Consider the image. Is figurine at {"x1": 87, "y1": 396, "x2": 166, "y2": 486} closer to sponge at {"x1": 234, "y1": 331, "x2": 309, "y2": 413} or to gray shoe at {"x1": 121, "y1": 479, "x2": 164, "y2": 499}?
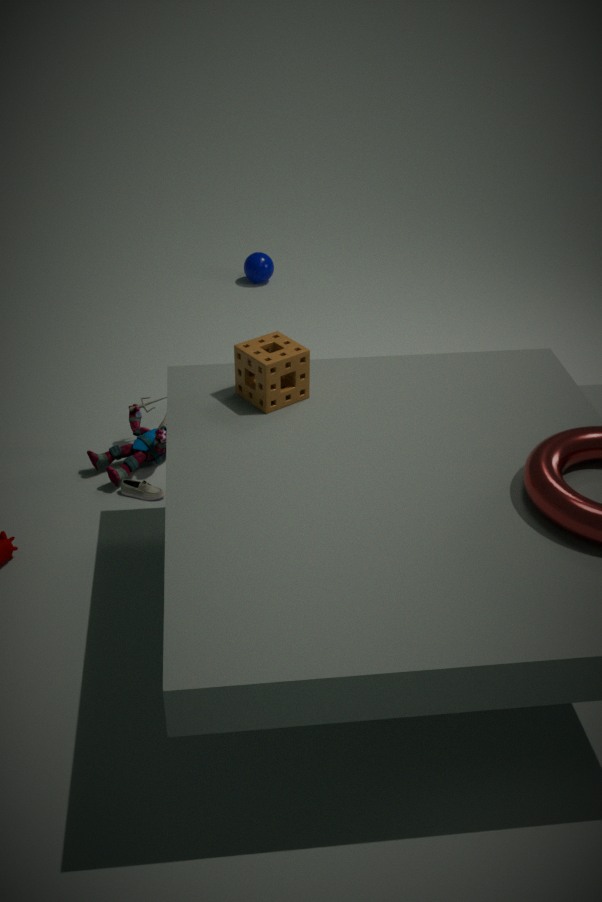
gray shoe at {"x1": 121, "y1": 479, "x2": 164, "y2": 499}
